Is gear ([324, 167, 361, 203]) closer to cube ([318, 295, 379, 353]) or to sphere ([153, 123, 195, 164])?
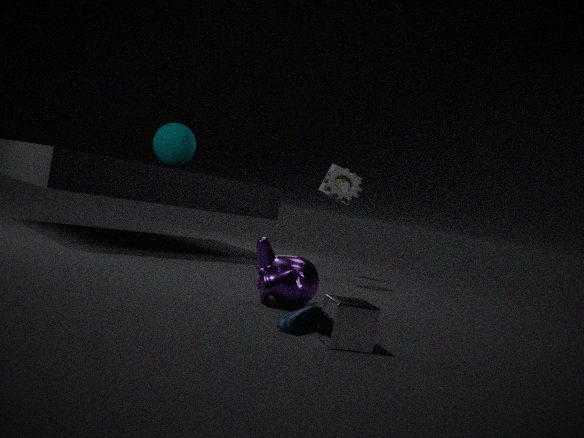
sphere ([153, 123, 195, 164])
